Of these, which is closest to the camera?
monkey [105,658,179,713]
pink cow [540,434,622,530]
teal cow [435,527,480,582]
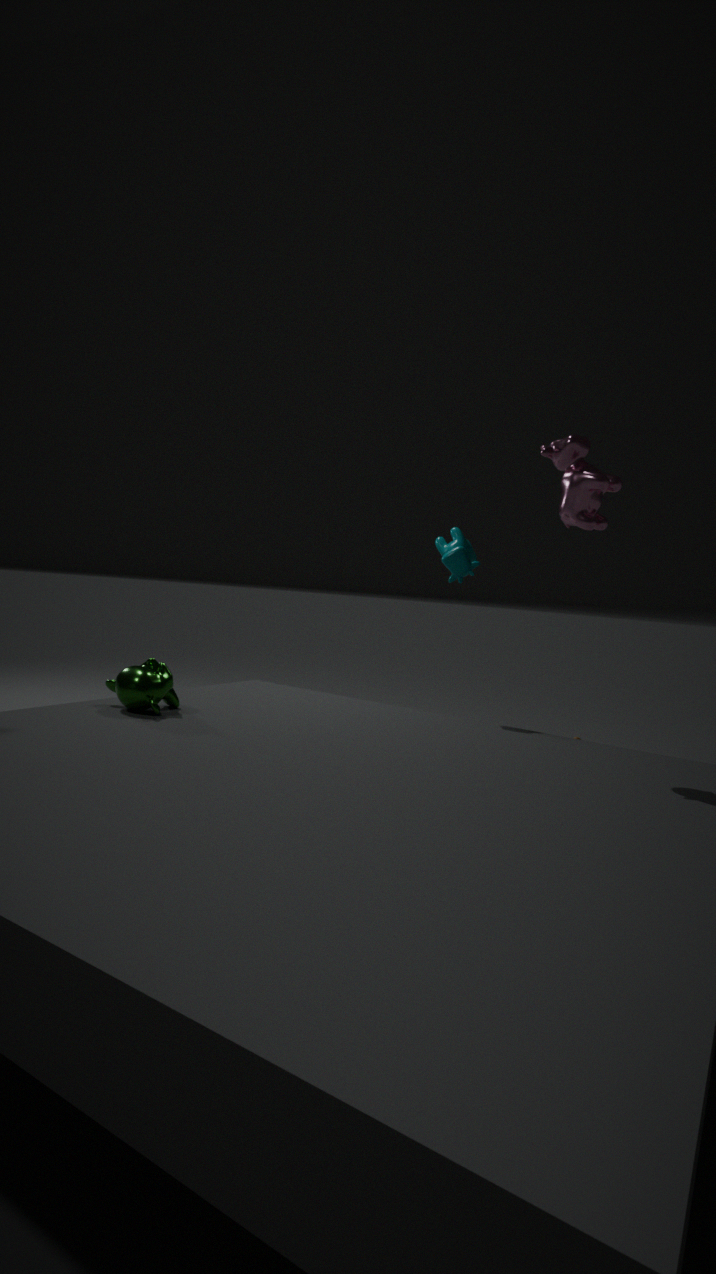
pink cow [540,434,622,530]
